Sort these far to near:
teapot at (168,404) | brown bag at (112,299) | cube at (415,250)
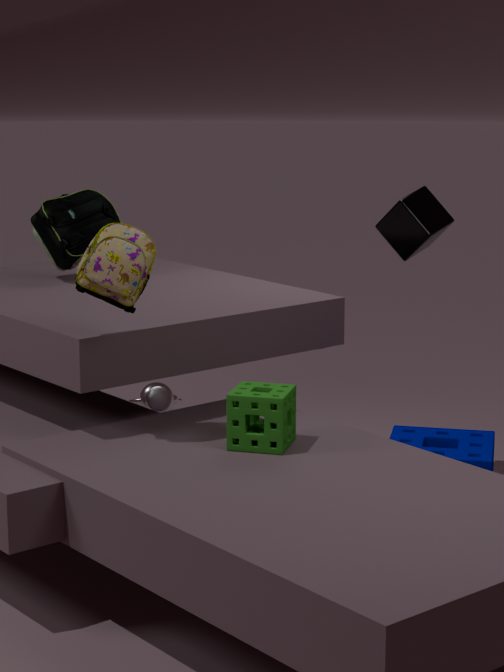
1. teapot at (168,404)
2. cube at (415,250)
3. brown bag at (112,299)
